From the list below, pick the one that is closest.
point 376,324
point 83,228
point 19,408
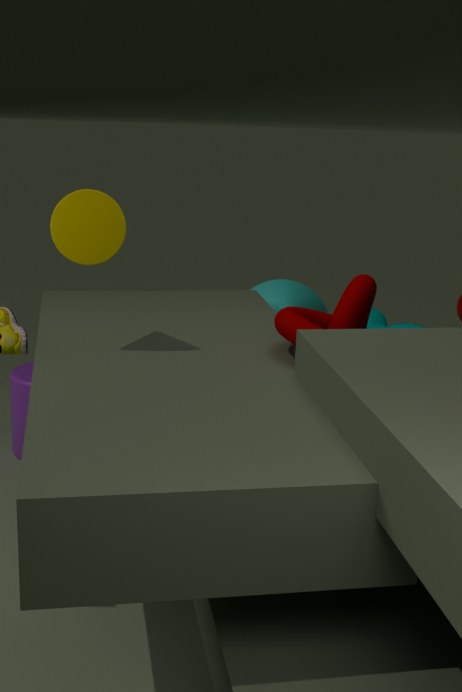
point 83,228
